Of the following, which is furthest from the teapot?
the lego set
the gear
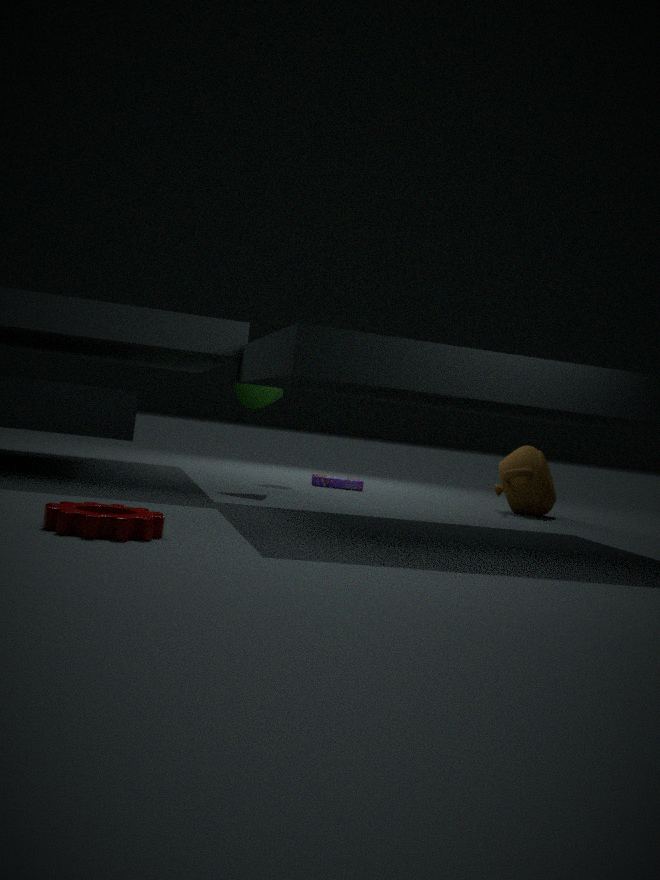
the gear
